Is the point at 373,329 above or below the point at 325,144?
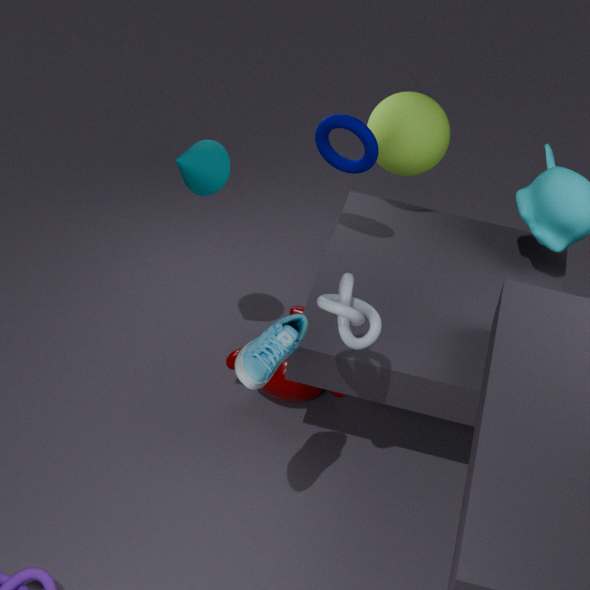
below
